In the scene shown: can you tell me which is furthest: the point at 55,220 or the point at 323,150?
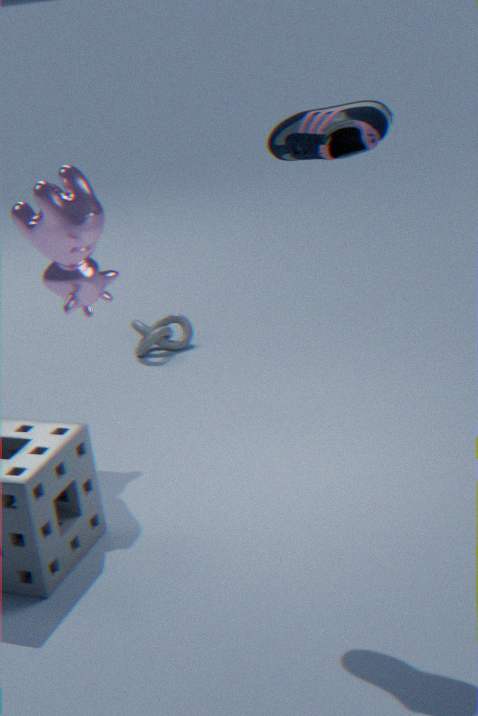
the point at 55,220
